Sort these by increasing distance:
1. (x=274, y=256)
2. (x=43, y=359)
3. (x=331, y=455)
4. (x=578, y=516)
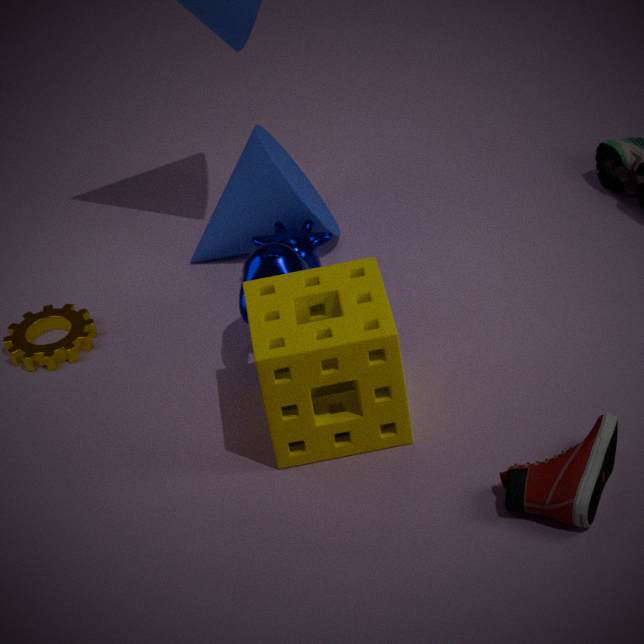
(x=578, y=516)
(x=331, y=455)
(x=274, y=256)
(x=43, y=359)
